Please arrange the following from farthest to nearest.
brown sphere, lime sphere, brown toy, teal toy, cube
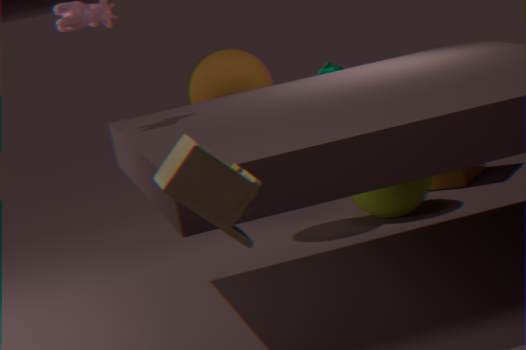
cube < teal toy < lime sphere < brown sphere < brown toy
